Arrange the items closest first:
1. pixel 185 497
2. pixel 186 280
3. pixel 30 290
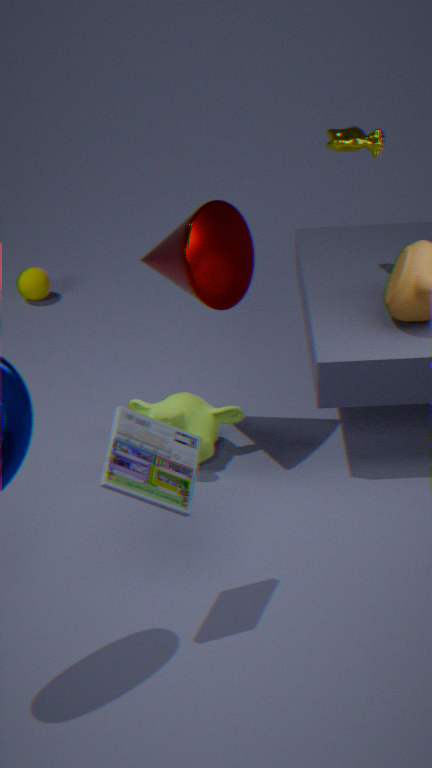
pixel 185 497, pixel 186 280, pixel 30 290
